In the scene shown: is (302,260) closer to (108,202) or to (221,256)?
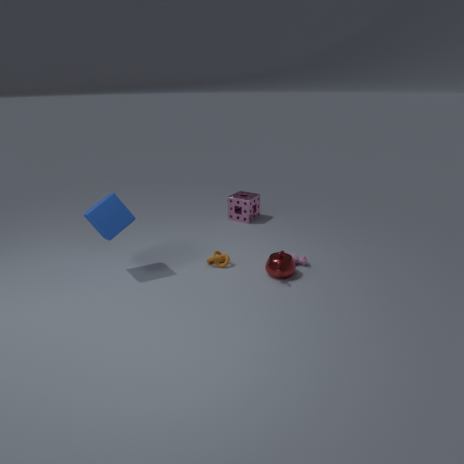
(221,256)
